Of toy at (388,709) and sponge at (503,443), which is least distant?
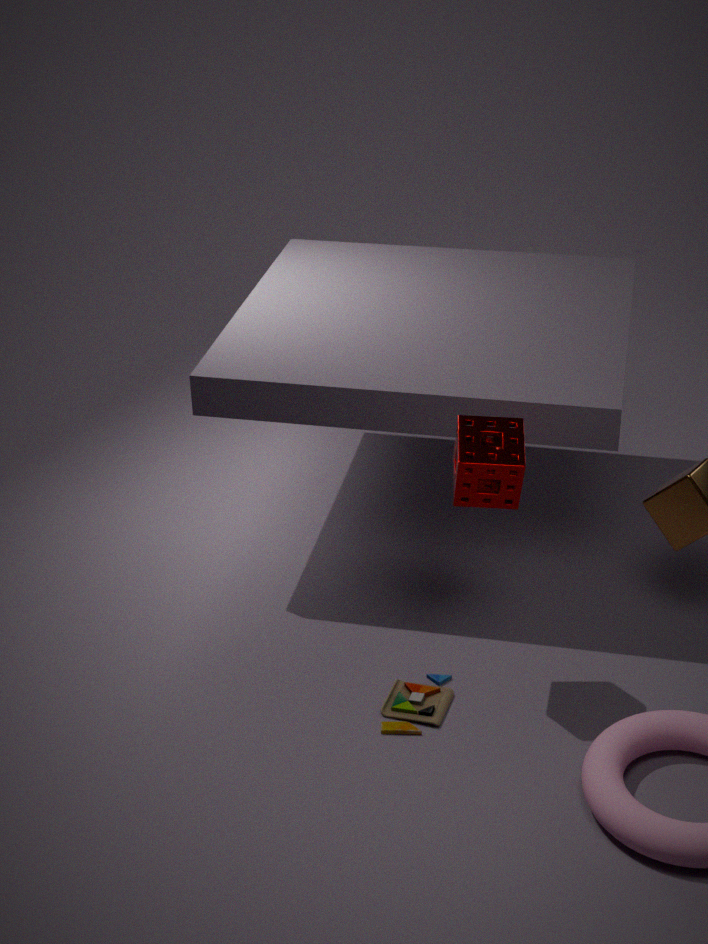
sponge at (503,443)
